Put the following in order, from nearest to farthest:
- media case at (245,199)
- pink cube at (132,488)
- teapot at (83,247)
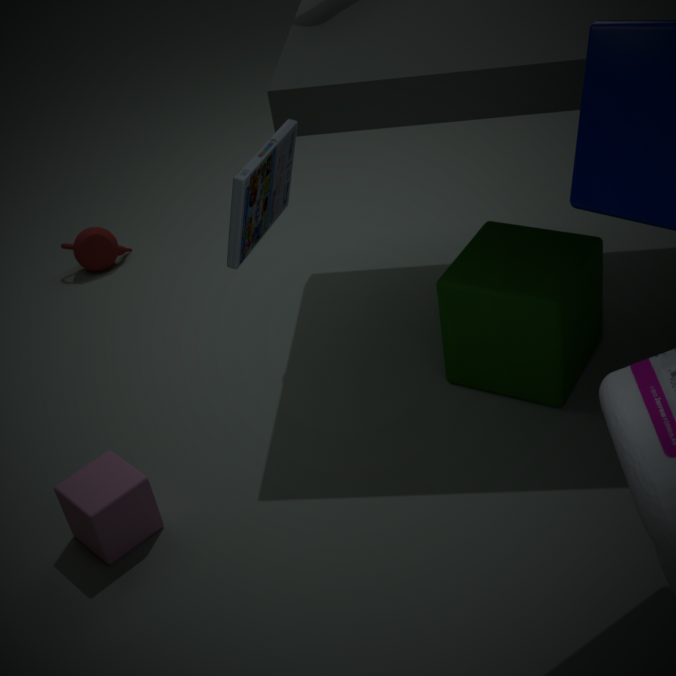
media case at (245,199), pink cube at (132,488), teapot at (83,247)
